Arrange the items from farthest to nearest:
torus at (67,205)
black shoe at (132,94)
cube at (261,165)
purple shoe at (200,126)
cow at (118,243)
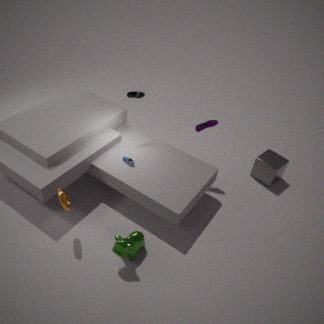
cube at (261,165) → purple shoe at (200,126) → black shoe at (132,94) → torus at (67,205) → cow at (118,243)
